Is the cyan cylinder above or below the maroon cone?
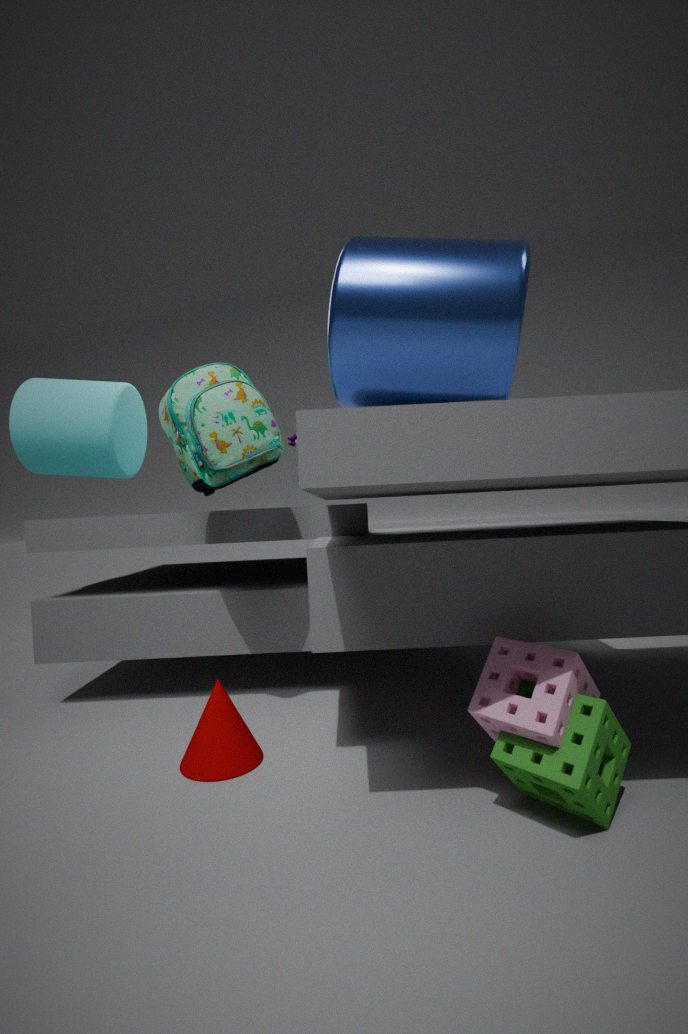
above
